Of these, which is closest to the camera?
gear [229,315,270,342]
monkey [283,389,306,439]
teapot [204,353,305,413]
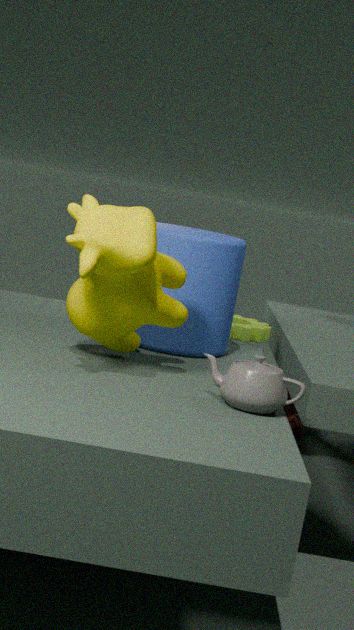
teapot [204,353,305,413]
